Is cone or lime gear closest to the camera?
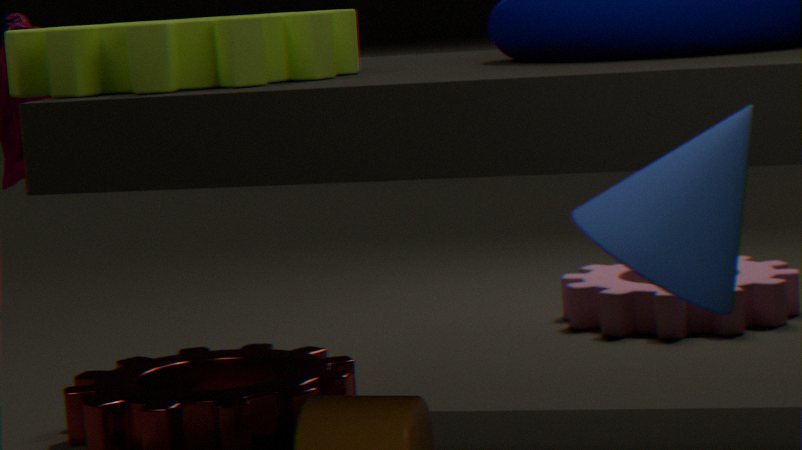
cone
